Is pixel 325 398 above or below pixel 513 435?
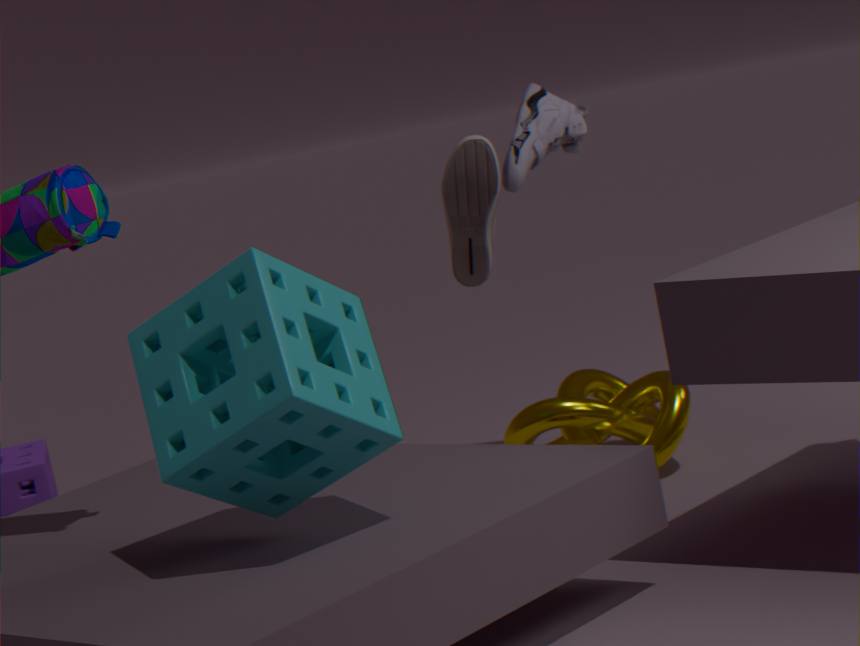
above
